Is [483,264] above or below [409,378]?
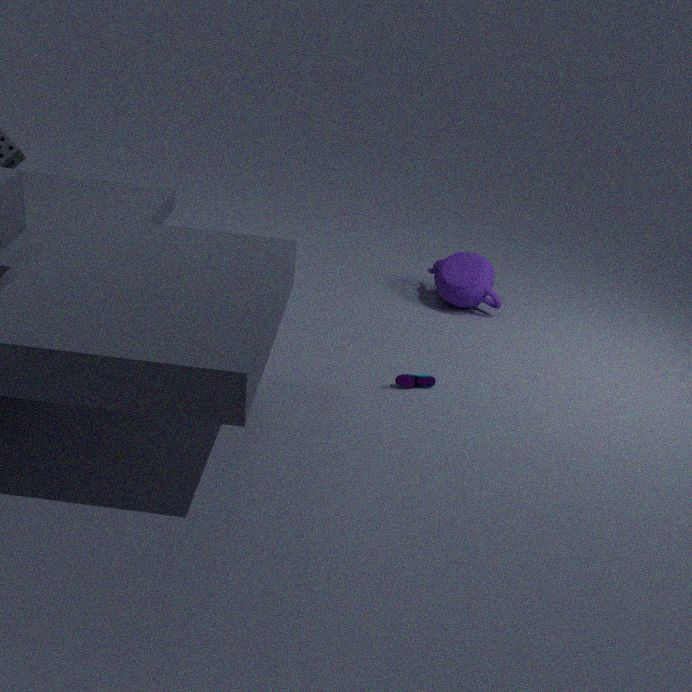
above
